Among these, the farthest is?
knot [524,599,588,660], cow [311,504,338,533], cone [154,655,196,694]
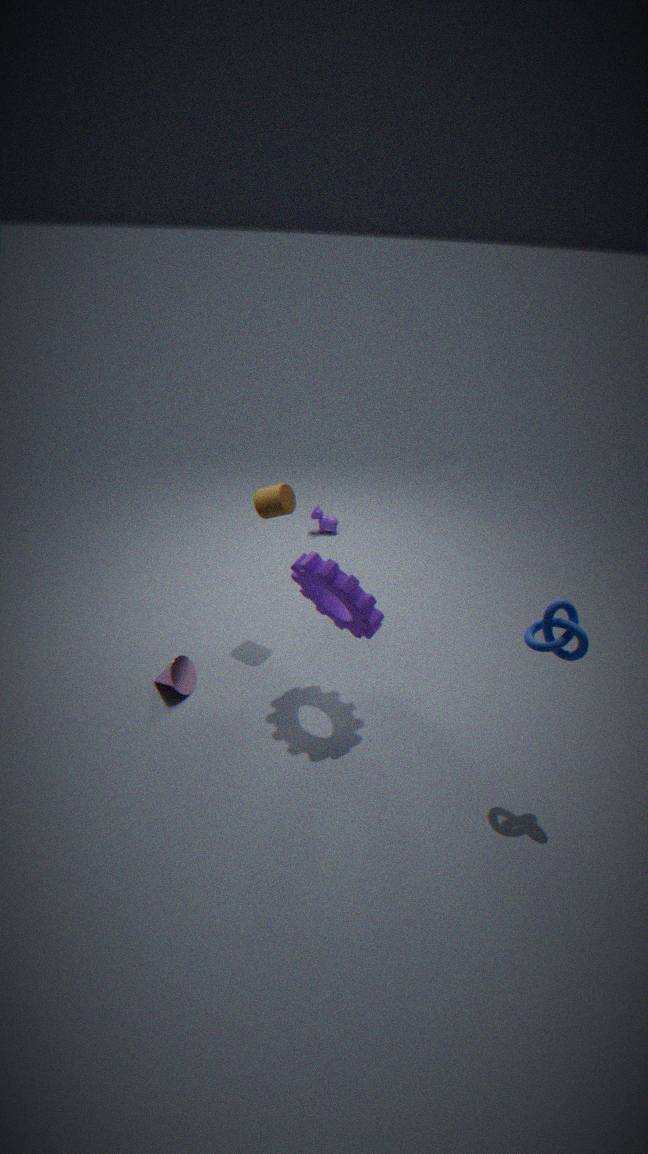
cow [311,504,338,533]
